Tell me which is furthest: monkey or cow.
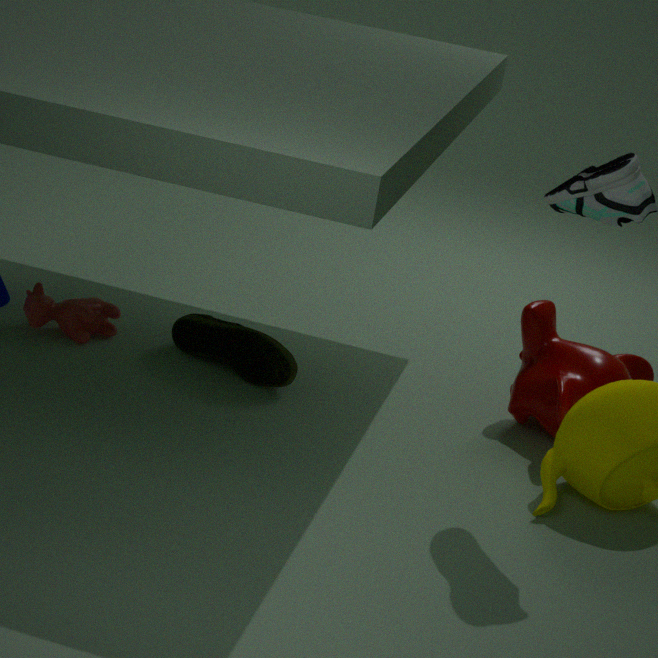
cow
